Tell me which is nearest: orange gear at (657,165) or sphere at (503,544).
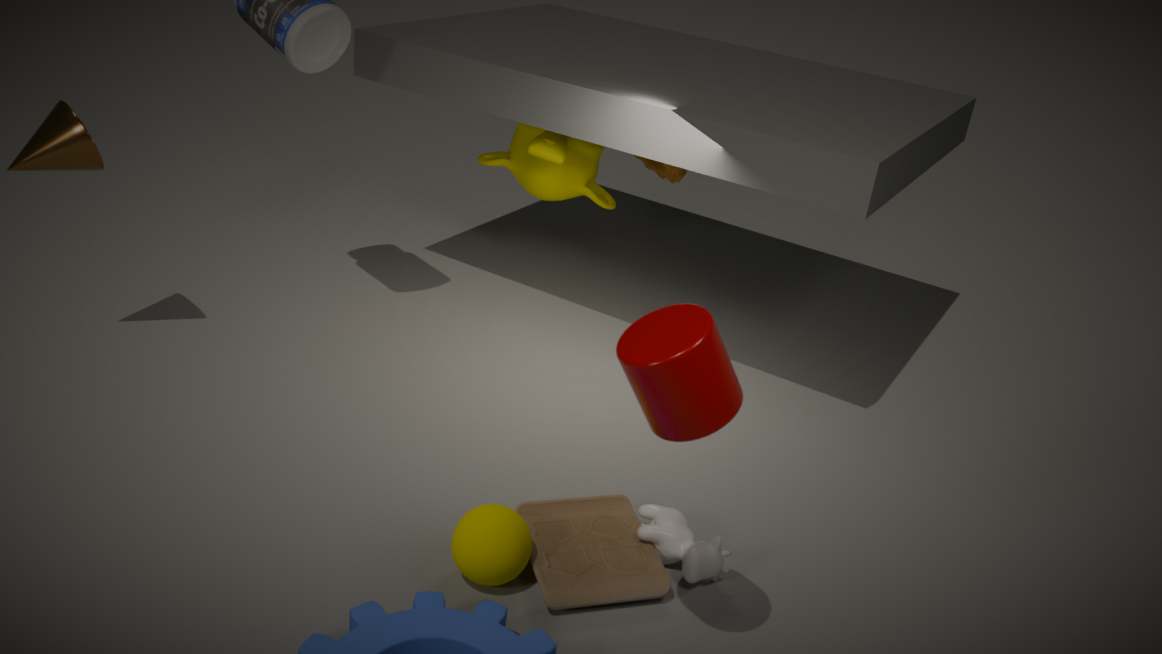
sphere at (503,544)
